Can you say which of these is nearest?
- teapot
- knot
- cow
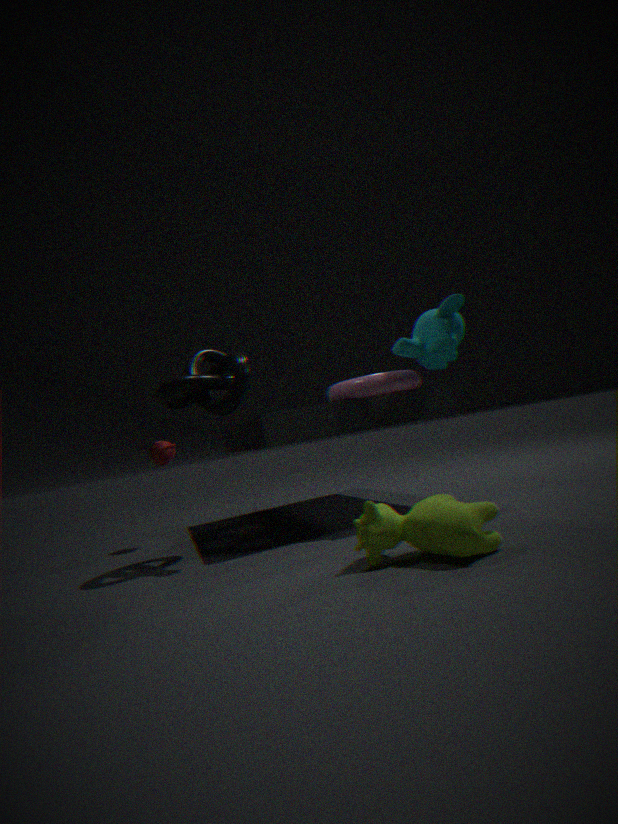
cow
